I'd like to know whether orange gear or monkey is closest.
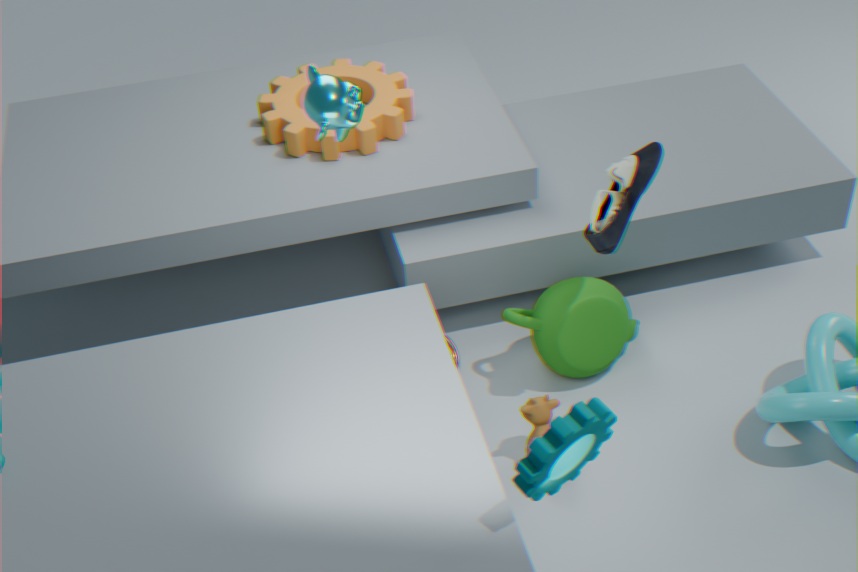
monkey
